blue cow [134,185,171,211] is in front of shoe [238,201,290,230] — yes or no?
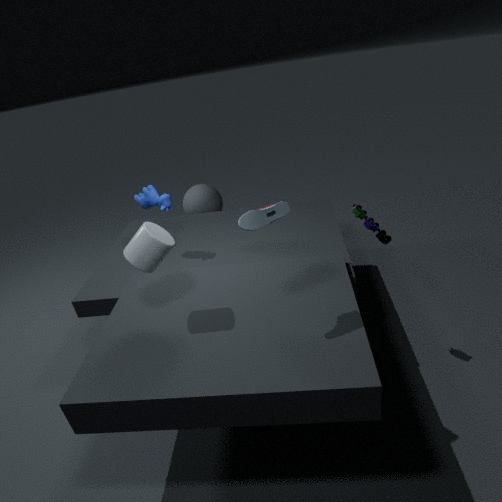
No
